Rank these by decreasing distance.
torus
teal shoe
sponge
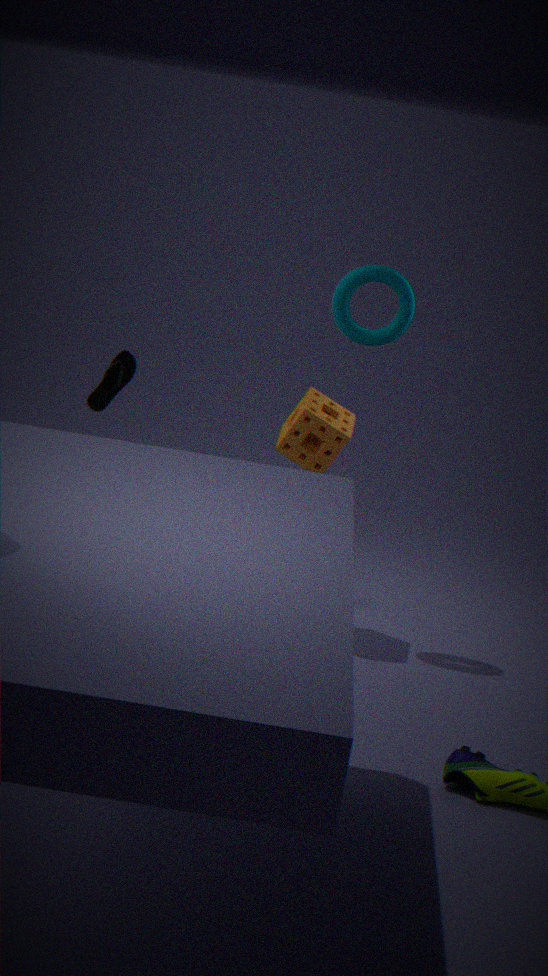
sponge
torus
teal shoe
